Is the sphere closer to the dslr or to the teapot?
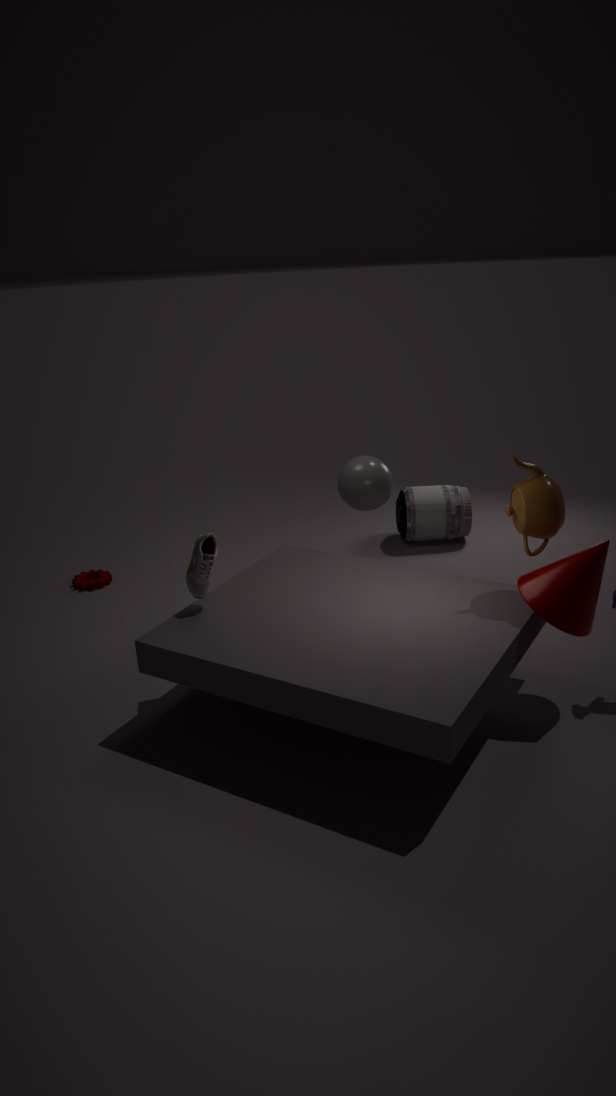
the dslr
